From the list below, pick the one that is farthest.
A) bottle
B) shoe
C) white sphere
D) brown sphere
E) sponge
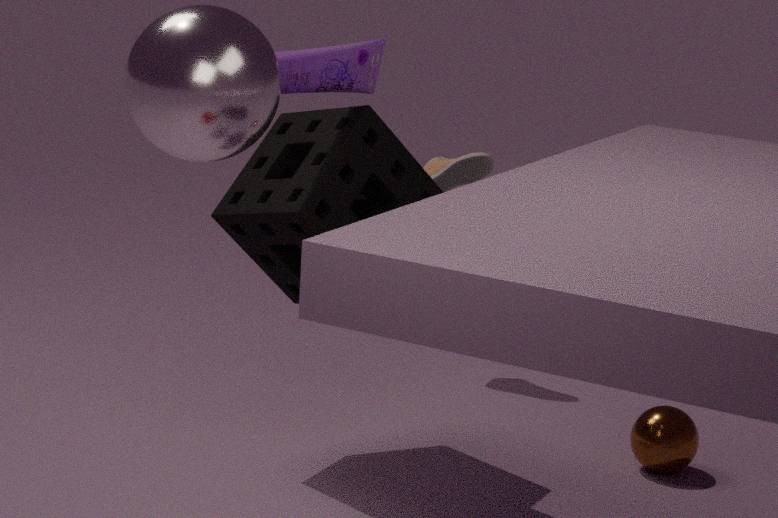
shoe
